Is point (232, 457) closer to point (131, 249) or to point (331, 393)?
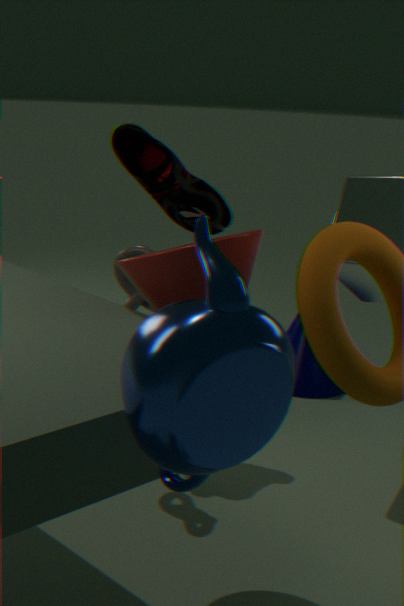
point (131, 249)
